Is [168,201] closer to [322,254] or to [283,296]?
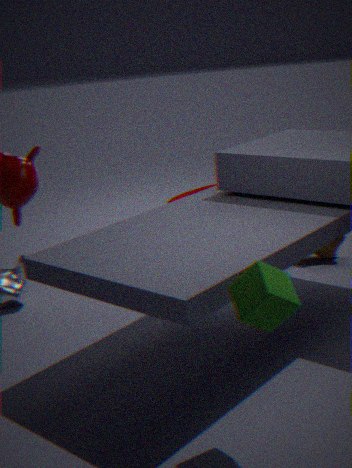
[322,254]
